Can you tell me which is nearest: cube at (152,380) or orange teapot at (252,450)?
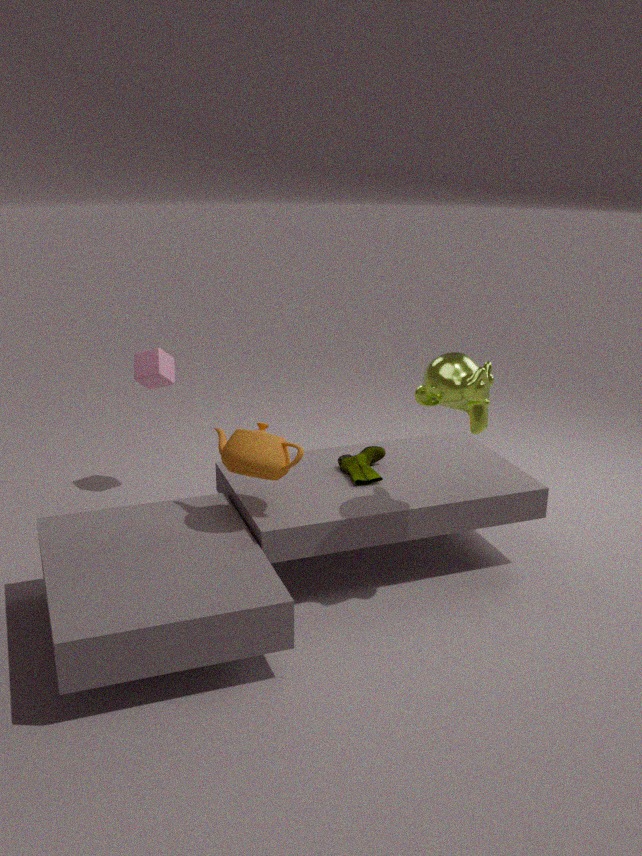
orange teapot at (252,450)
